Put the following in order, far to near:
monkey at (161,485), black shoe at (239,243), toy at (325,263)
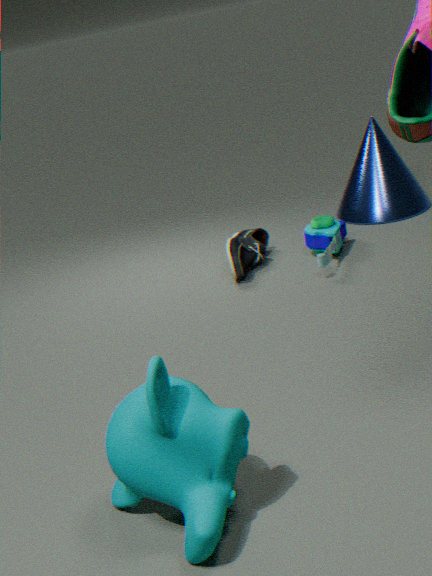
black shoe at (239,243) < toy at (325,263) < monkey at (161,485)
